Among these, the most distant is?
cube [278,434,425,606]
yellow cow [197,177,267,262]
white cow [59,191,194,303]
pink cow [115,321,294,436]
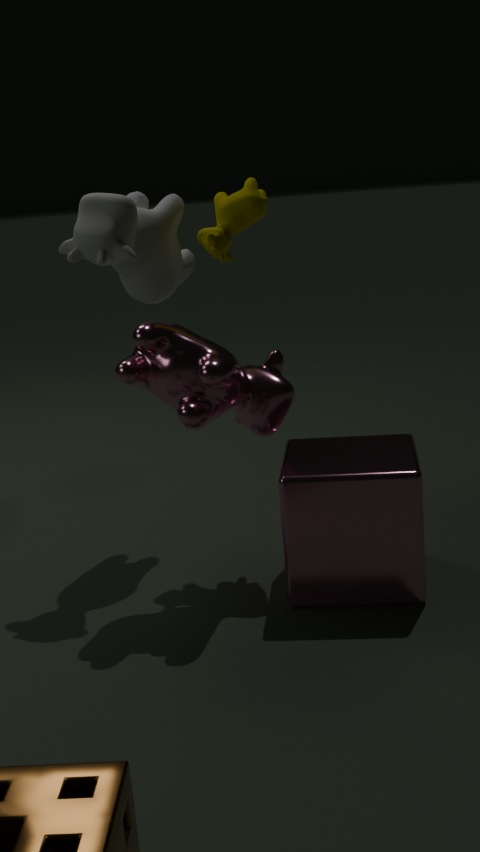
yellow cow [197,177,267,262]
